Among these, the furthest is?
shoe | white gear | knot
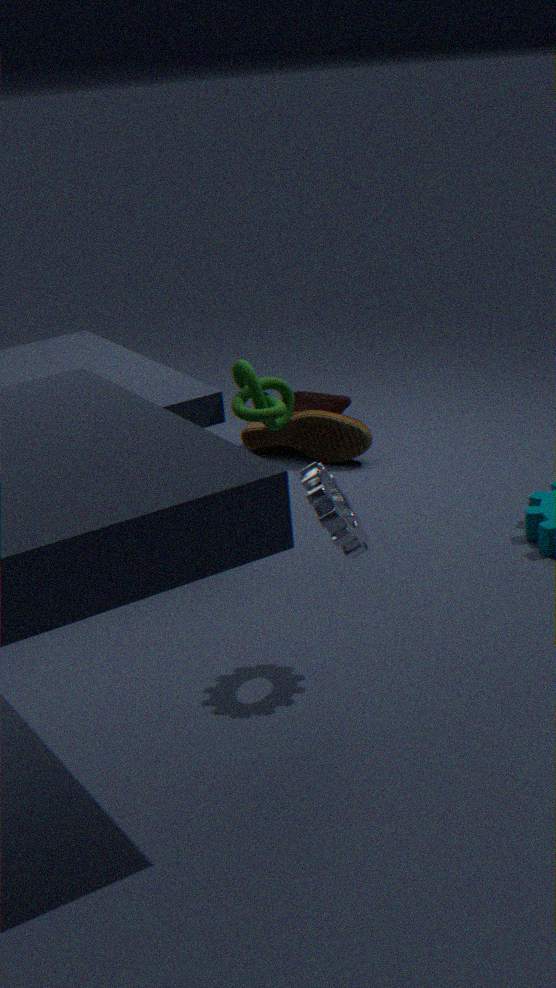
shoe
